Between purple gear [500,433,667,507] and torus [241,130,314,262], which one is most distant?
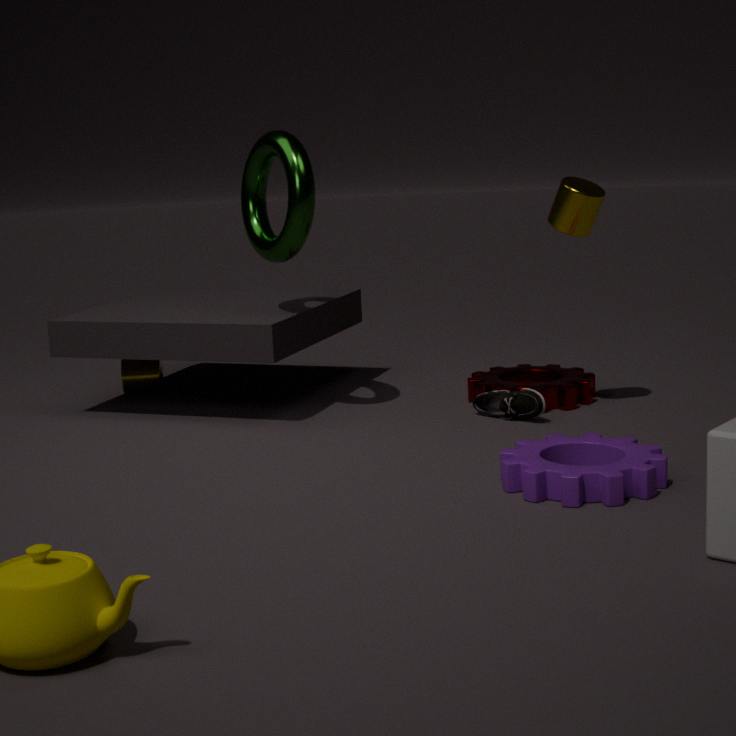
torus [241,130,314,262]
